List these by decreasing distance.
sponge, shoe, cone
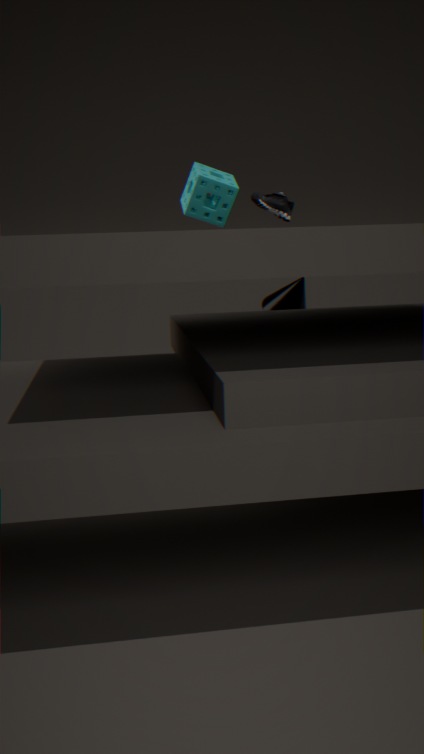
cone, sponge, shoe
